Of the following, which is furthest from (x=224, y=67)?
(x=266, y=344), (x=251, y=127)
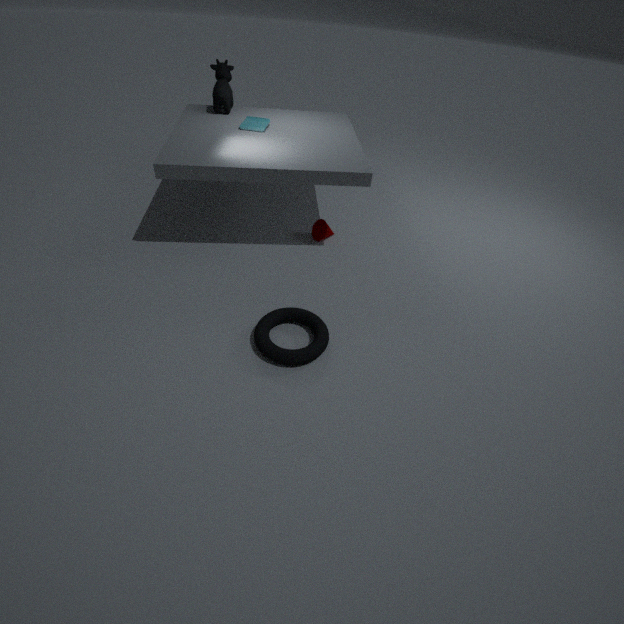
(x=266, y=344)
